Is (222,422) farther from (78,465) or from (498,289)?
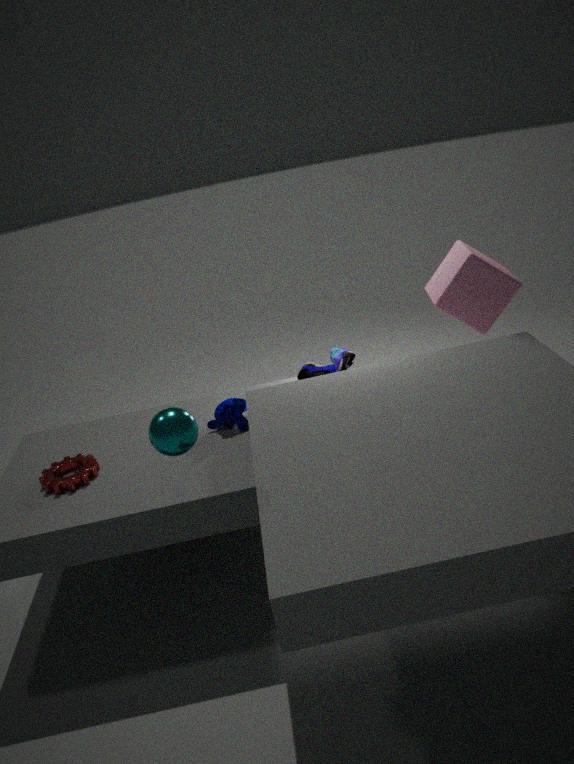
(498,289)
